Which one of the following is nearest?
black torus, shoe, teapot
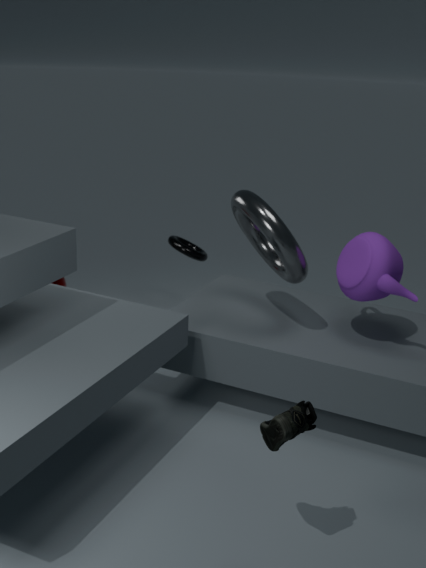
shoe
